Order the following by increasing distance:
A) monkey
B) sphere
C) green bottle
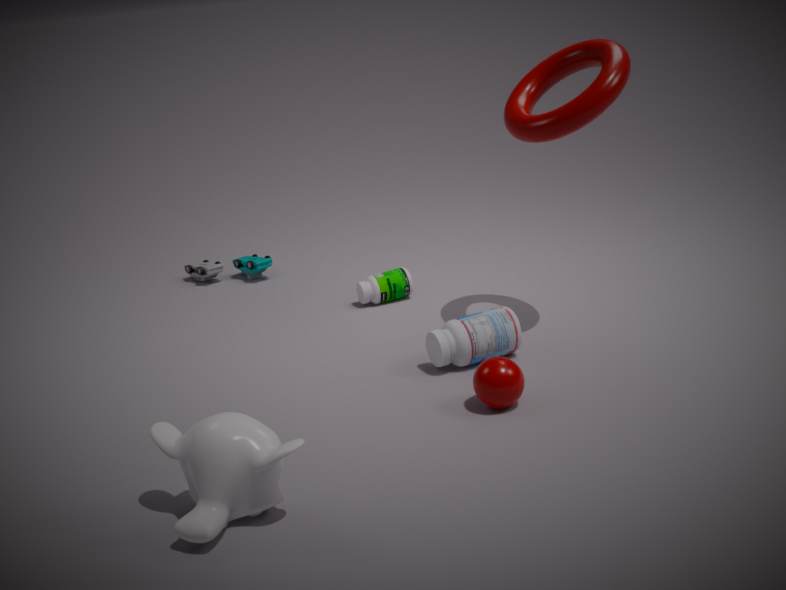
monkey, sphere, green bottle
